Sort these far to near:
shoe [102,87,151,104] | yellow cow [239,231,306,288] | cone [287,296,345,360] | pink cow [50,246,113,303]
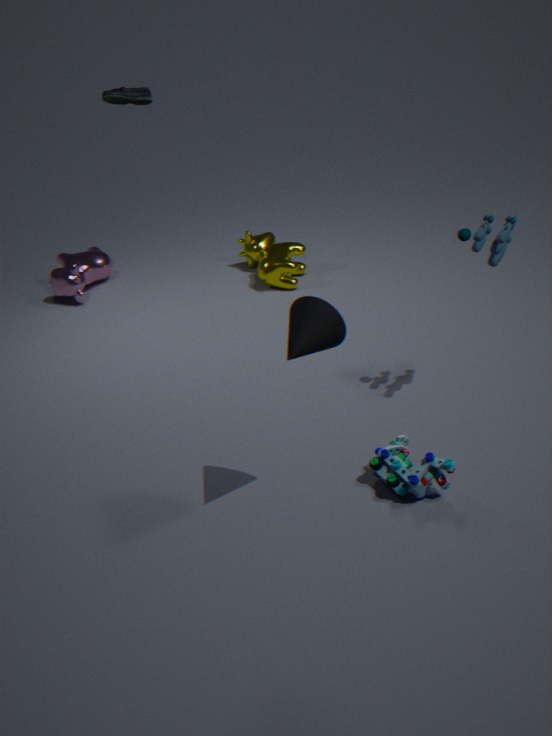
pink cow [50,246,113,303] < yellow cow [239,231,306,288] < shoe [102,87,151,104] < cone [287,296,345,360]
